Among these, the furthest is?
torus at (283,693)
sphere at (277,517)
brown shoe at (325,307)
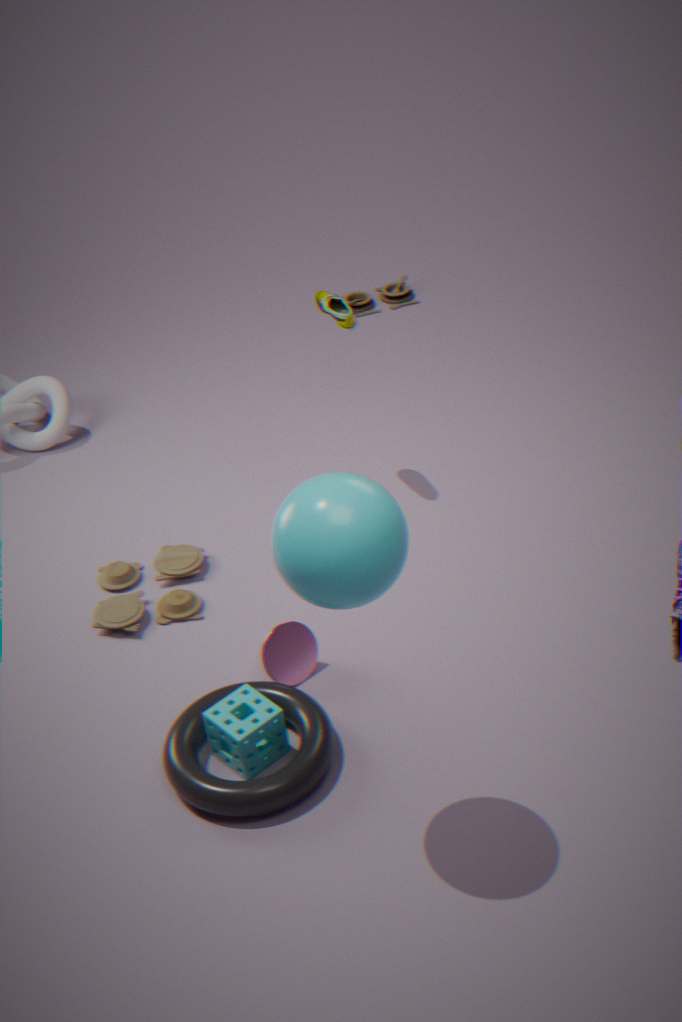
brown shoe at (325,307)
